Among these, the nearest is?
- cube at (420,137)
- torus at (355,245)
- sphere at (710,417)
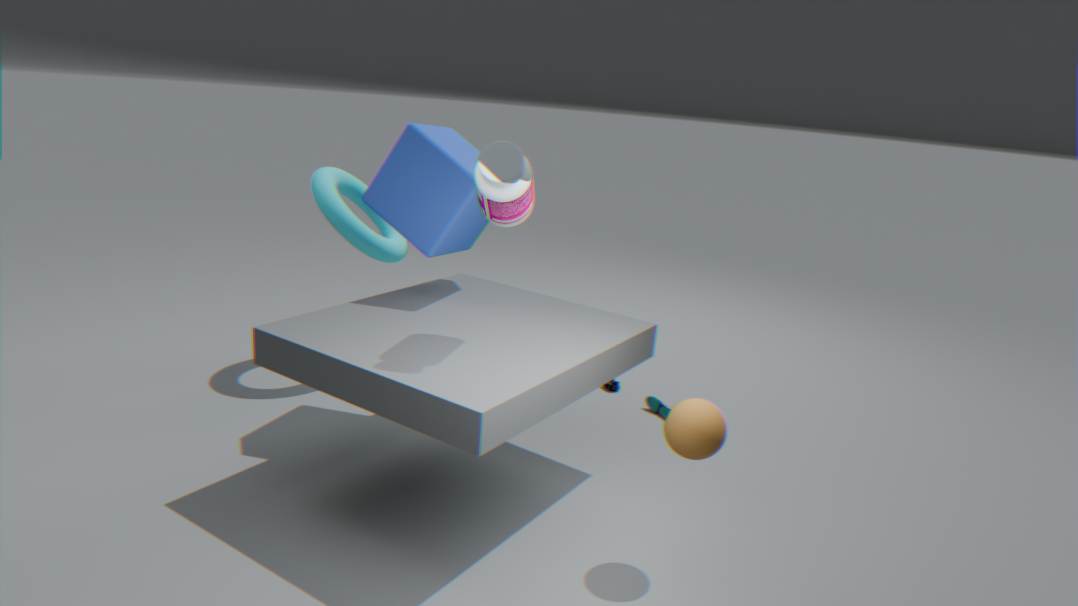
sphere at (710,417)
